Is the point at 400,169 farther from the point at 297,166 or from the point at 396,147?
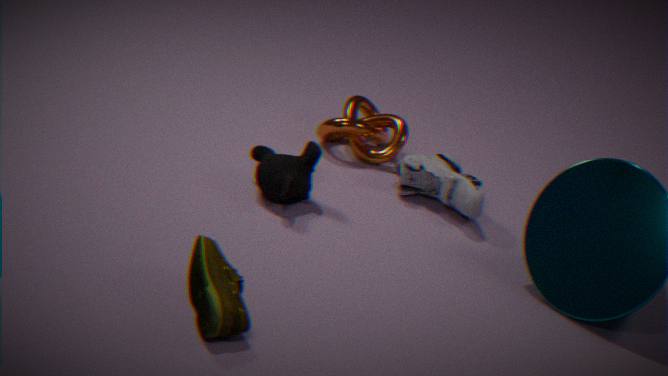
the point at 297,166
